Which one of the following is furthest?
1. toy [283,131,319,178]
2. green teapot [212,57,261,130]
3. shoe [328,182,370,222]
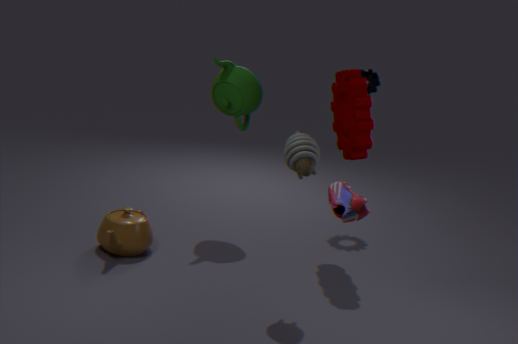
green teapot [212,57,261,130]
